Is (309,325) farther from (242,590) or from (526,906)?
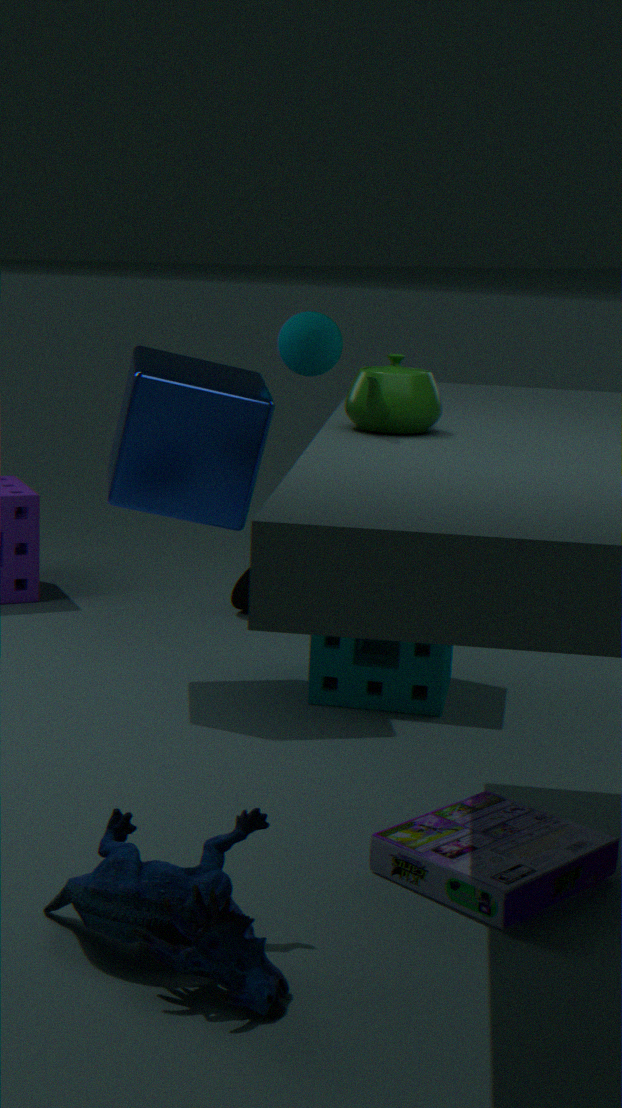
(526,906)
